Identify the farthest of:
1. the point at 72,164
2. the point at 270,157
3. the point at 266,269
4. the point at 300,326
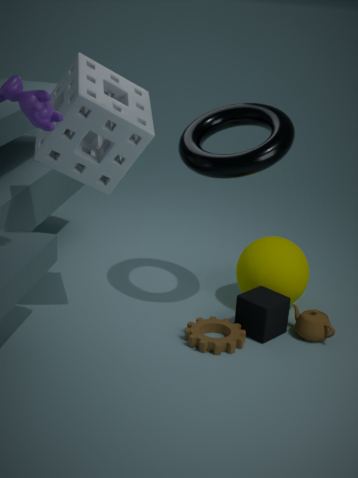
the point at 266,269
